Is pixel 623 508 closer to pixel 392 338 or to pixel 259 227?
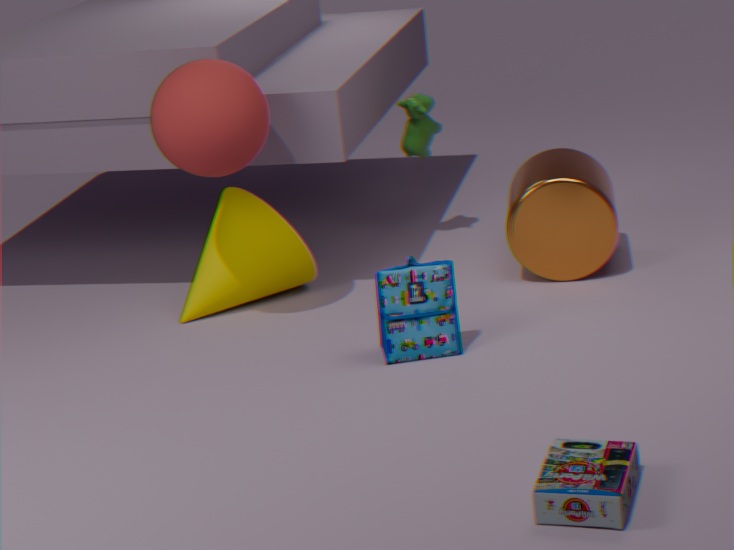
pixel 392 338
